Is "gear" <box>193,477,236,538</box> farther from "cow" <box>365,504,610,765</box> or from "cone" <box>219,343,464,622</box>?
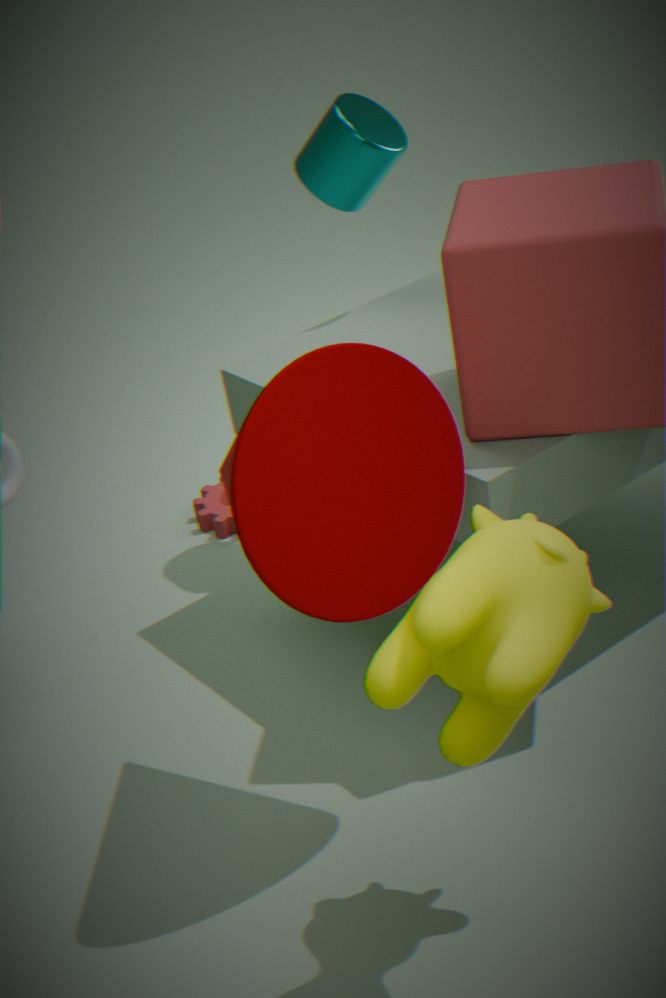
"cow" <box>365,504,610,765</box>
